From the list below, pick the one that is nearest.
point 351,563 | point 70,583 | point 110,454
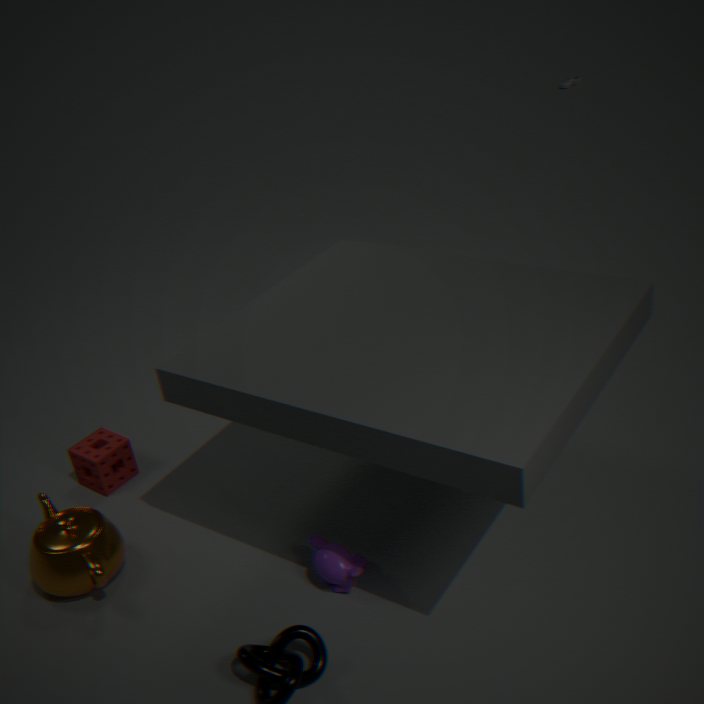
point 351,563
